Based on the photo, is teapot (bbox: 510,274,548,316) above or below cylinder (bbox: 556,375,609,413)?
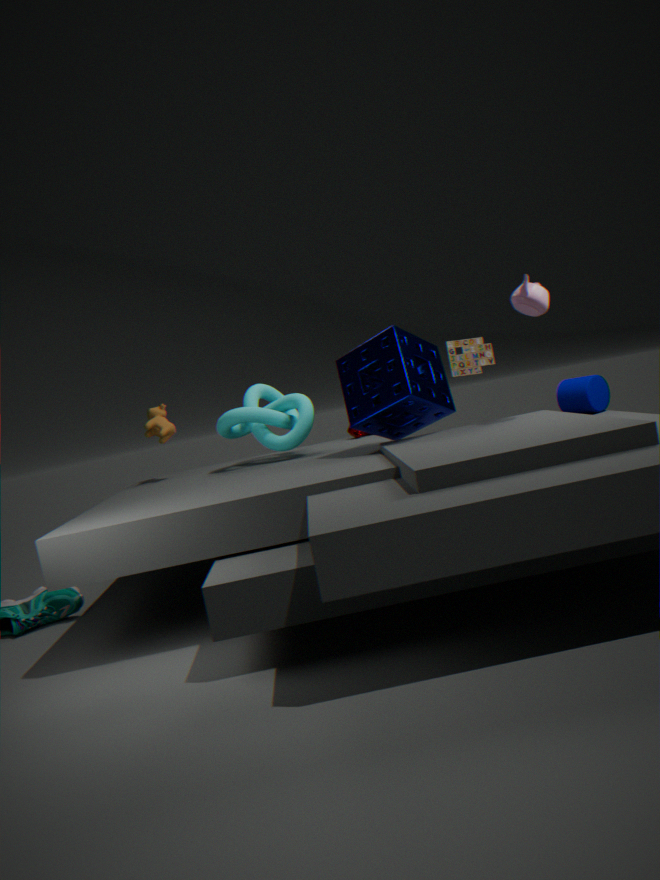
above
